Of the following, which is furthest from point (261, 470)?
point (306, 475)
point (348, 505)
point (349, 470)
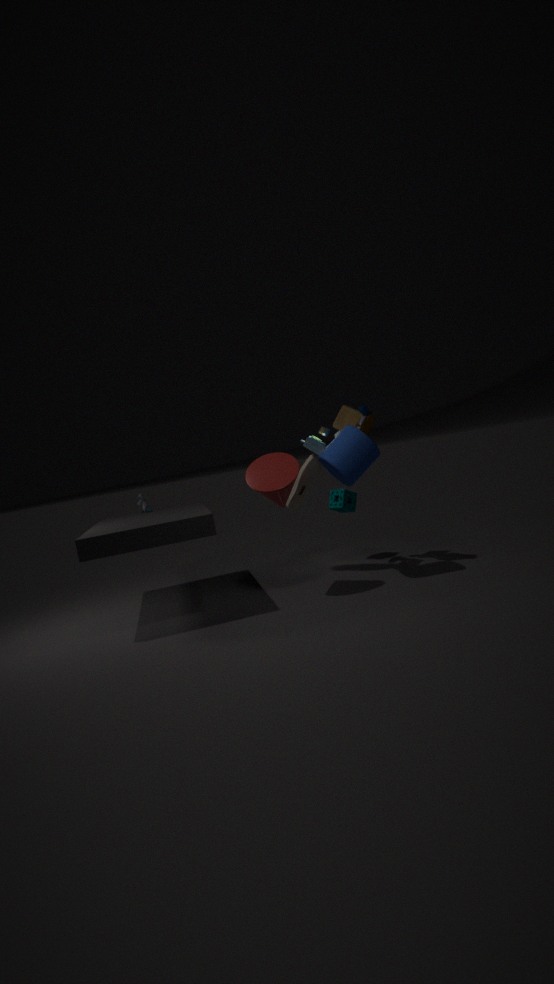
point (348, 505)
